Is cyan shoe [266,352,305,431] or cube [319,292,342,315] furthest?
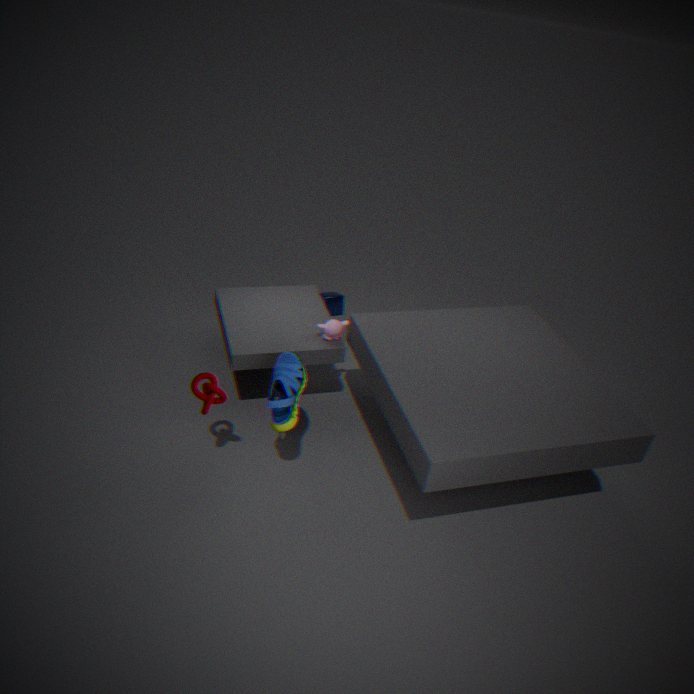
cube [319,292,342,315]
